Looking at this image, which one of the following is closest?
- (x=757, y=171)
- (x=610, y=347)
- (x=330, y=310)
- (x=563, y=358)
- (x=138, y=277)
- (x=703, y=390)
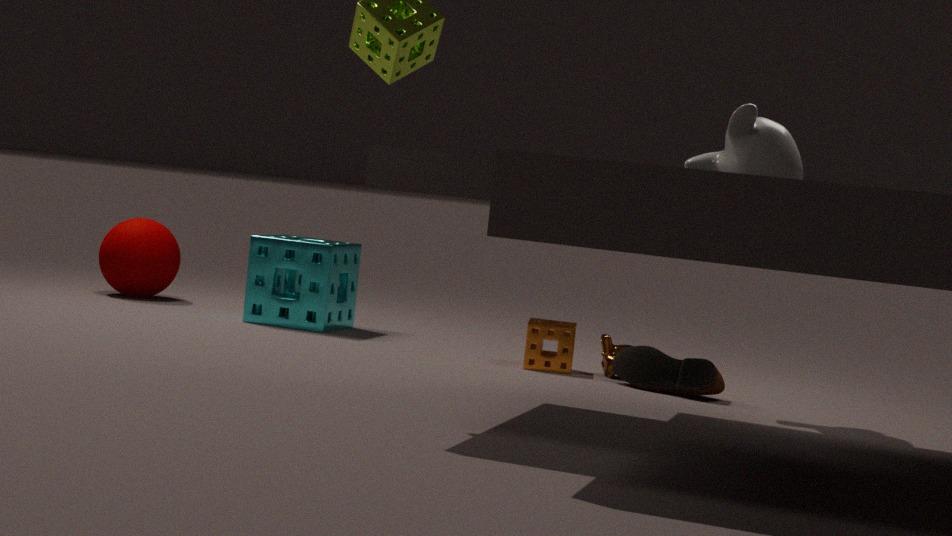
(x=757, y=171)
